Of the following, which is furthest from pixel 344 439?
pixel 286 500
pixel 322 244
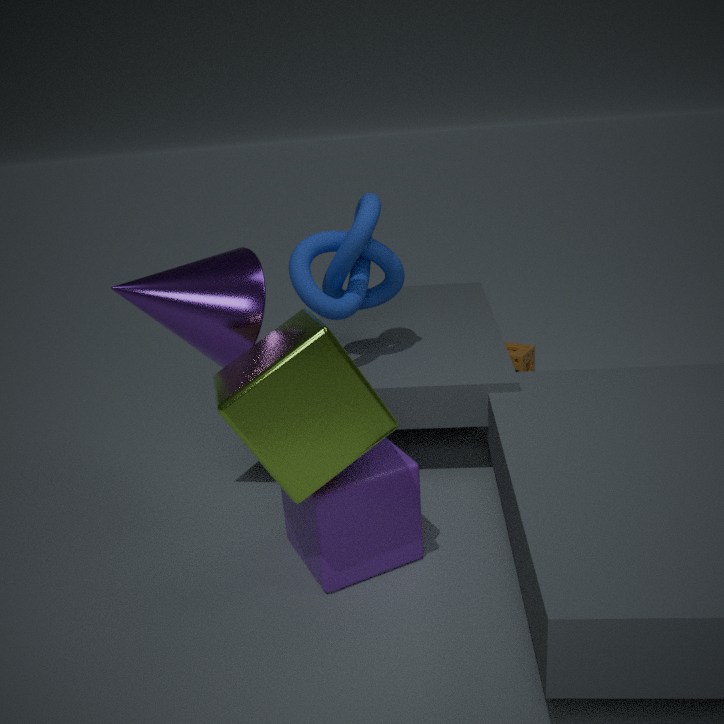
pixel 322 244
